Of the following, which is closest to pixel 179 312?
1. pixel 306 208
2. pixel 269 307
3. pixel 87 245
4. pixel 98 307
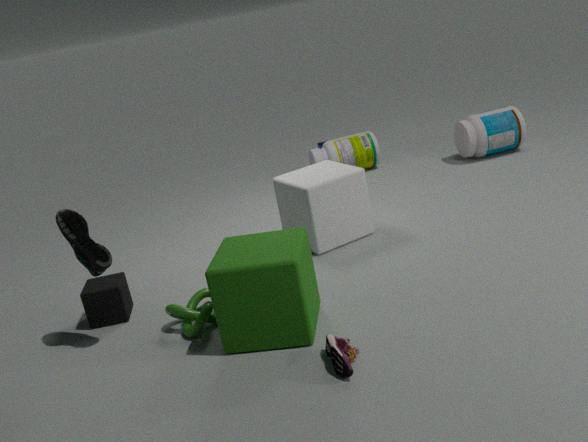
pixel 269 307
